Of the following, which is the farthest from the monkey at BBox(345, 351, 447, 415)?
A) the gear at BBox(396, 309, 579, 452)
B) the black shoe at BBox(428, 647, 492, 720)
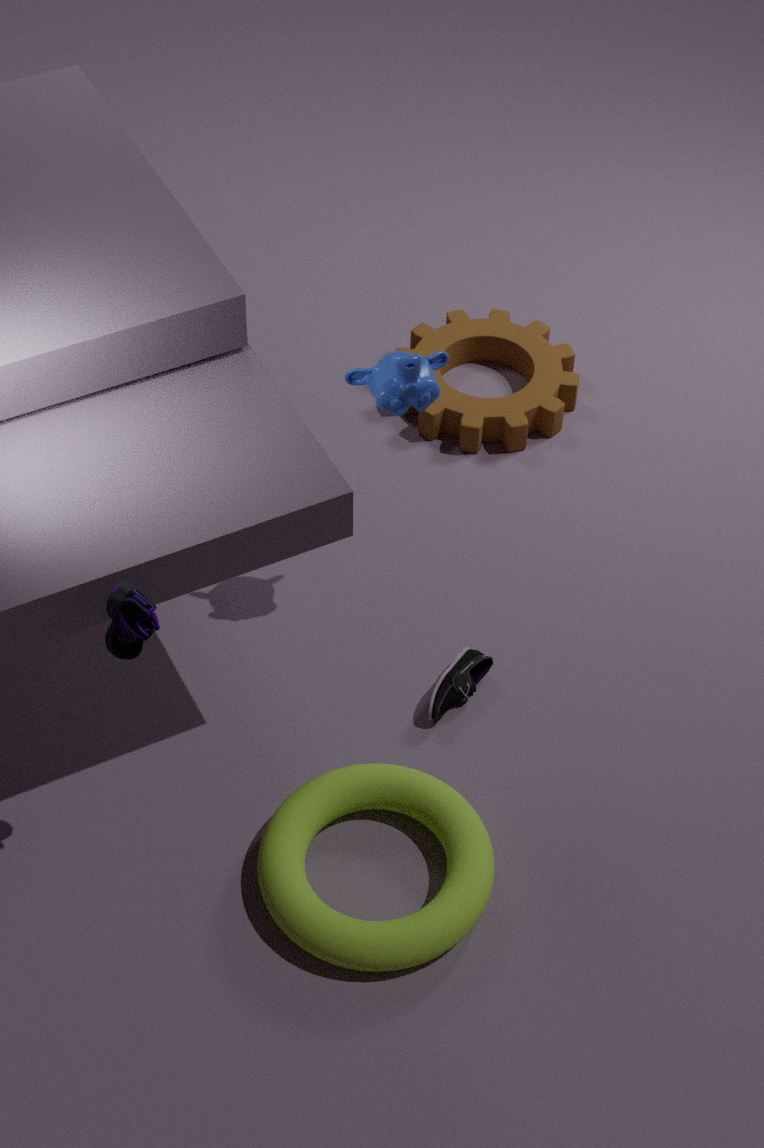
the gear at BBox(396, 309, 579, 452)
